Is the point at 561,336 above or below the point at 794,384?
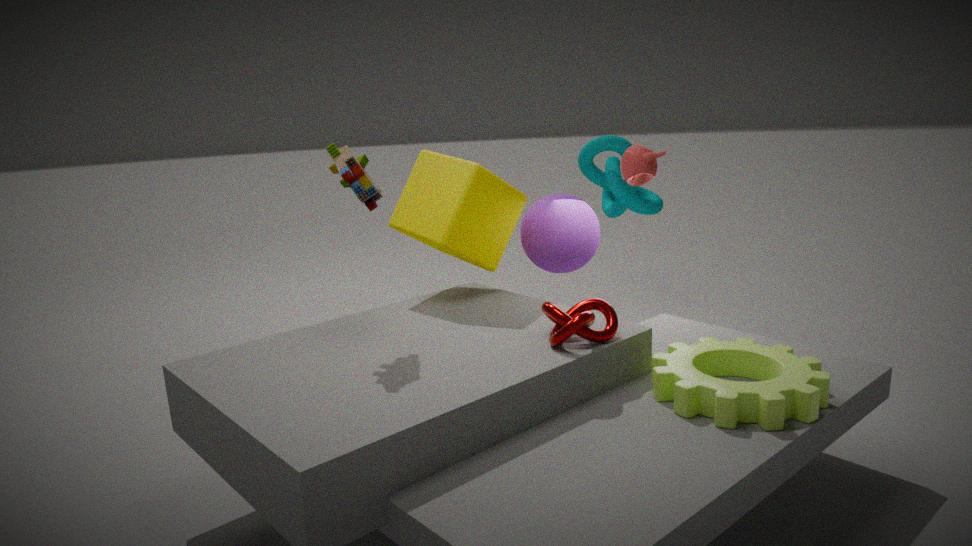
above
